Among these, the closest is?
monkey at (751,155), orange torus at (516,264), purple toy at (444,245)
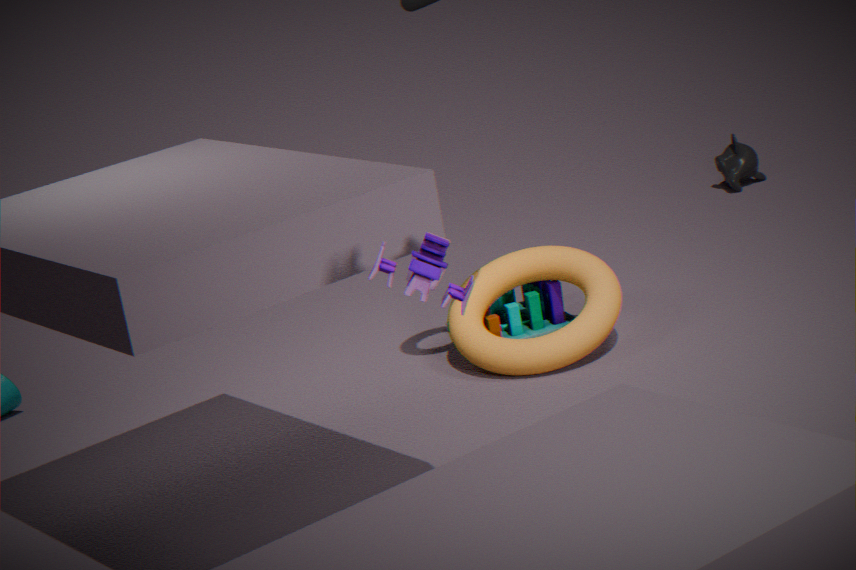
purple toy at (444,245)
